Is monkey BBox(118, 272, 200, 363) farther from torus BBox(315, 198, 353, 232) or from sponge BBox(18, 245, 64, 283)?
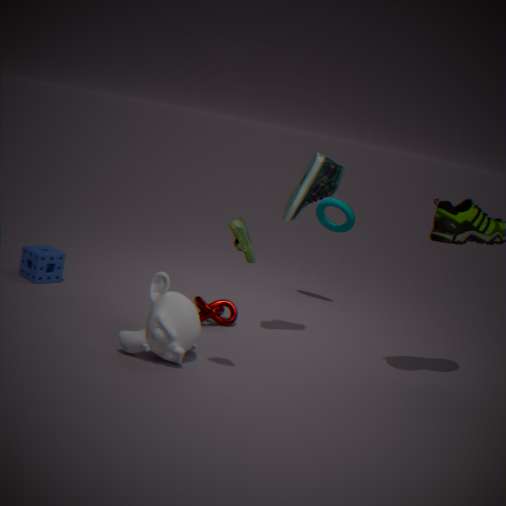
torus BBox(315, 198, 353, 232)
